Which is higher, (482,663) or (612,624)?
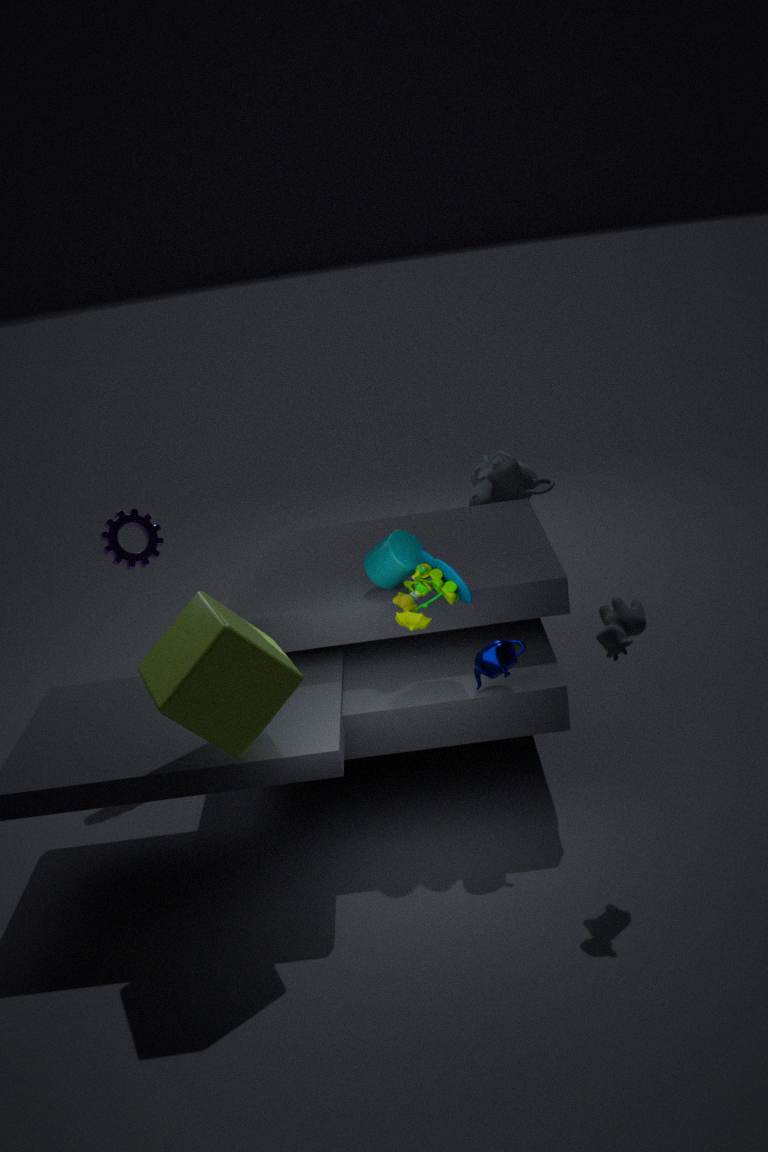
(612,624)
